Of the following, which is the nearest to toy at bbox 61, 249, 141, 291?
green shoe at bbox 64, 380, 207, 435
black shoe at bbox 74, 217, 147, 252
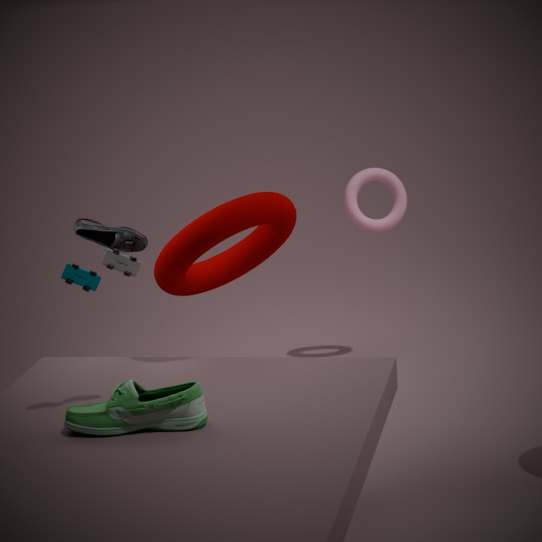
green shoe at bbox 64, 380, 207, 435
